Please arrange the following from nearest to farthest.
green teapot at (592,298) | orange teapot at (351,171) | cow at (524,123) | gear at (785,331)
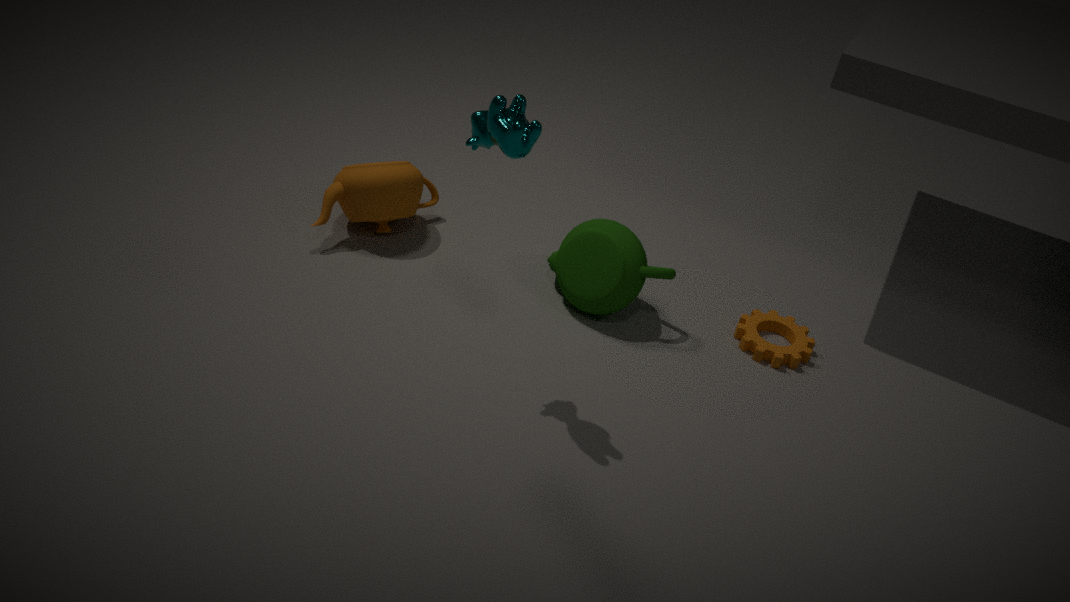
cow at (524,123), green teapot at (592,298), gear at (785,331), orange teapot at (351,171)
